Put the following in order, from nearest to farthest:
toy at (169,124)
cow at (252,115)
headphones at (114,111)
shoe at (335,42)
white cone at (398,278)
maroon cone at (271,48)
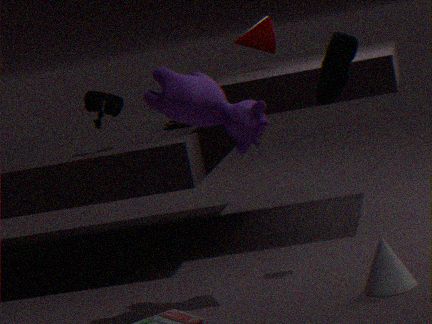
white cone at (398,278)
cow at (252,115)
shoe at (335,42)
headphones at (114,111)
toy at (169,124)
maroon cone at (271,48)
